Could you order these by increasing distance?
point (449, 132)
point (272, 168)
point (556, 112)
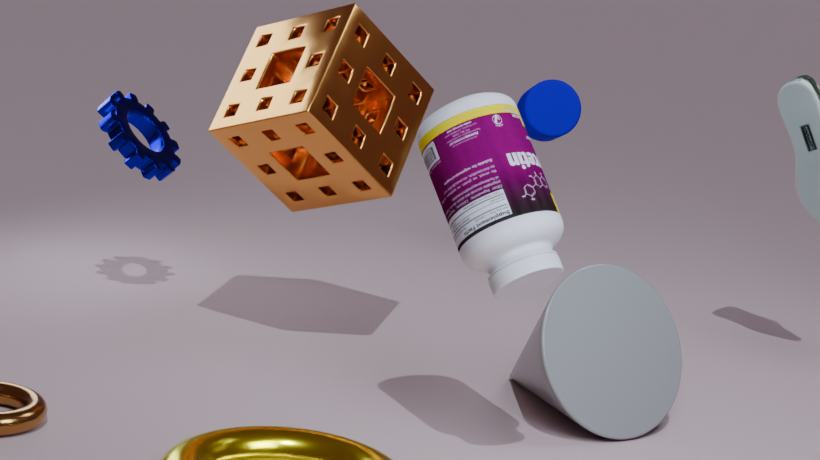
point (449, 132) < point (272, 168) < point (556, 112)
